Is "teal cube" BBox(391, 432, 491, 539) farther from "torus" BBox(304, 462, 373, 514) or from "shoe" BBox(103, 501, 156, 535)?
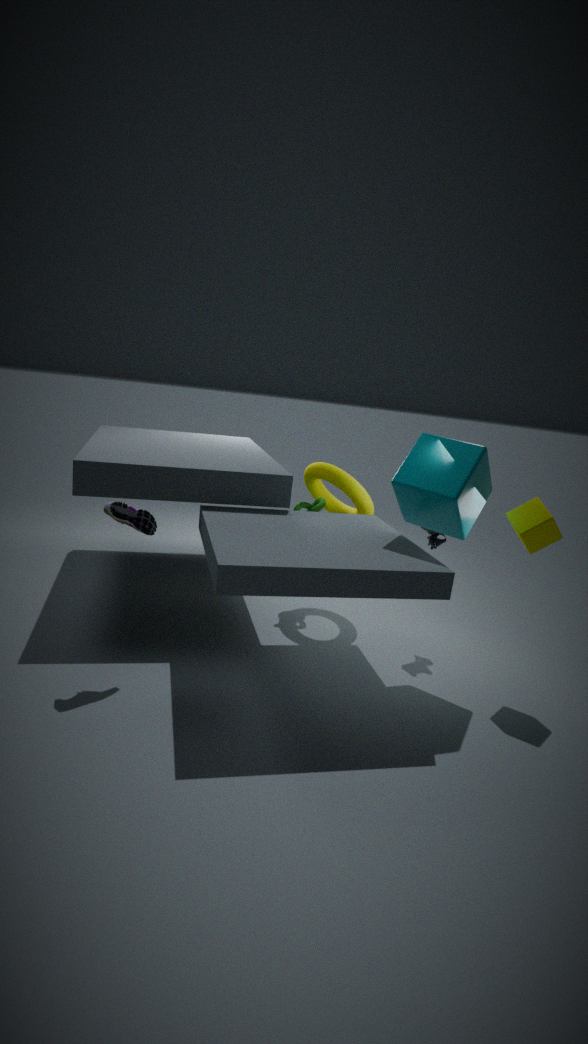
"shoe" BBox(103, 501, 156, 535)
